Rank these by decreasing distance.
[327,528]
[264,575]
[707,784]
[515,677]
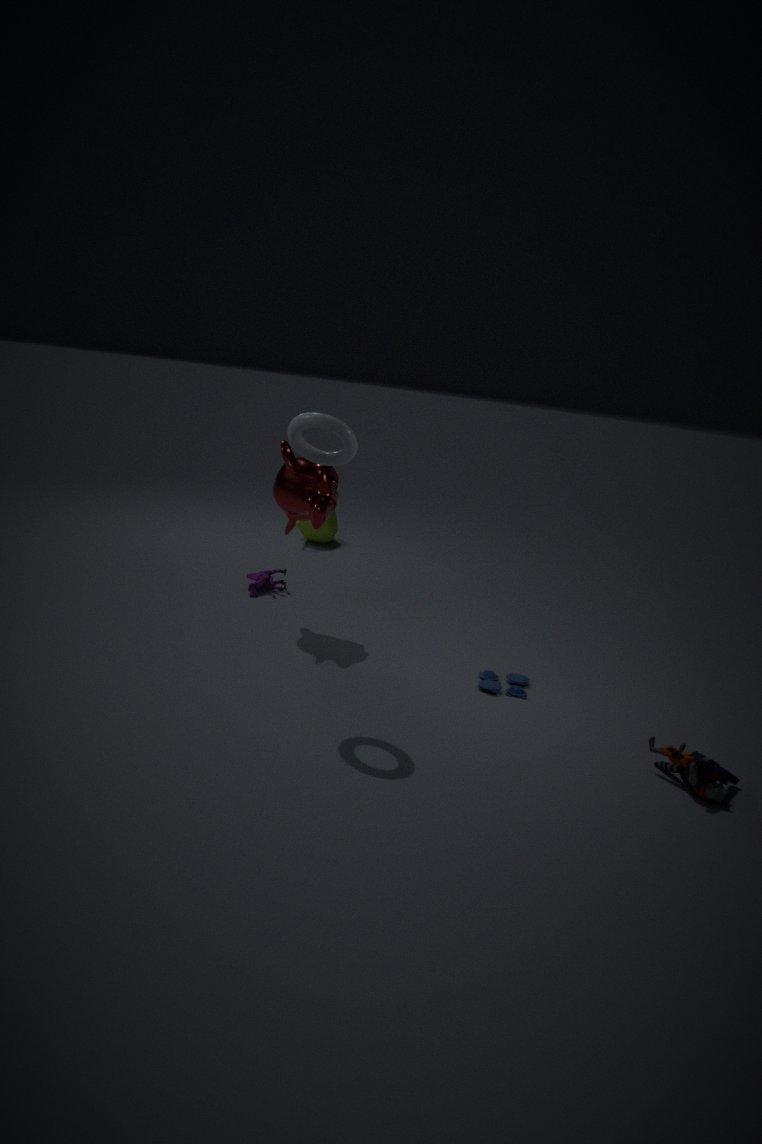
[327,528] < [264,575] < [515,677] < [707,784]
